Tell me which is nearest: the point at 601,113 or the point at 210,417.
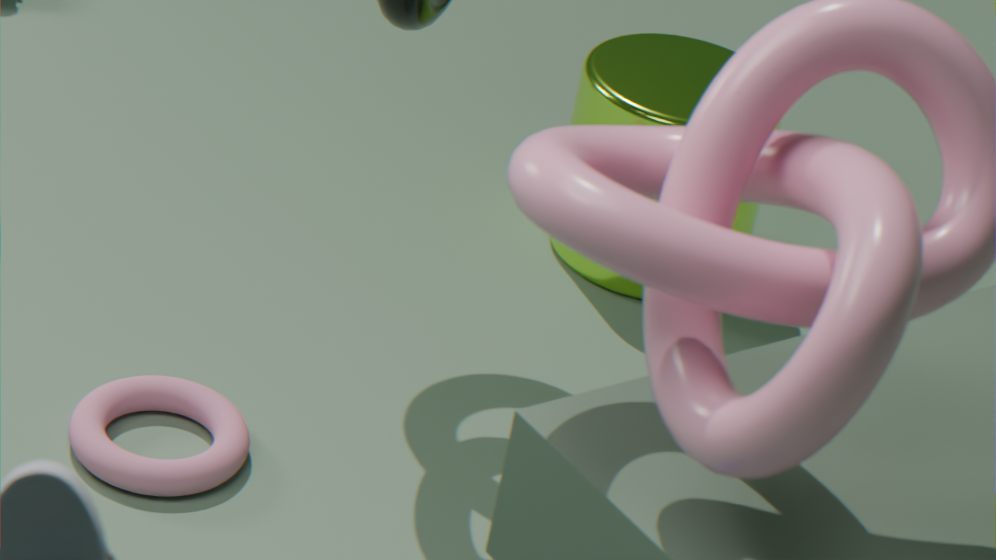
the point at 210,417
